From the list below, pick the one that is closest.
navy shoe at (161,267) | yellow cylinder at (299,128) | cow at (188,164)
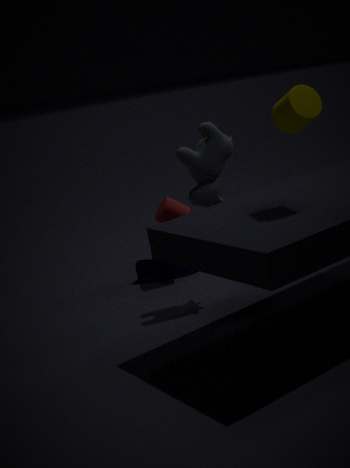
yellow cylinder at (299,128)
